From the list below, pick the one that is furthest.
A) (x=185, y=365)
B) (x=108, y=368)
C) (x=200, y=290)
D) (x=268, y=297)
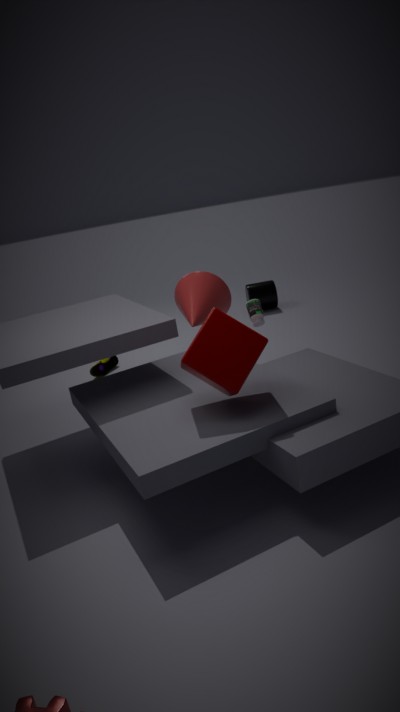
(x=268, y=297)
